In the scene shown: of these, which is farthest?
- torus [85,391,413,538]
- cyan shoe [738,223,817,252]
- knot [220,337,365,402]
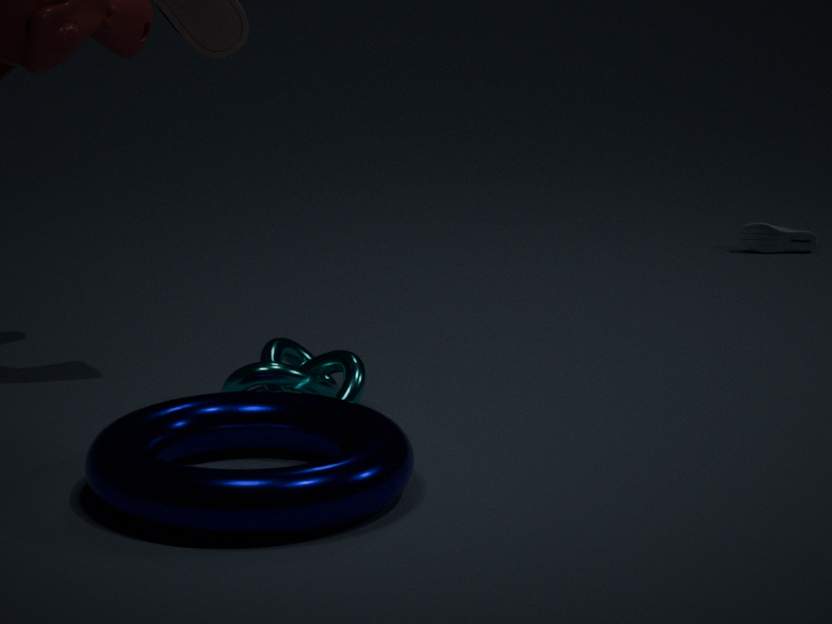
cyan shoe [738,223,817,252]
